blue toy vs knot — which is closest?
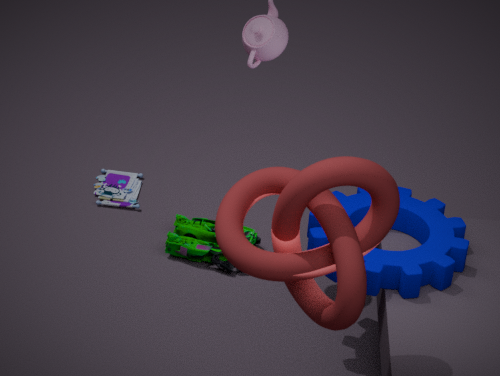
knot
